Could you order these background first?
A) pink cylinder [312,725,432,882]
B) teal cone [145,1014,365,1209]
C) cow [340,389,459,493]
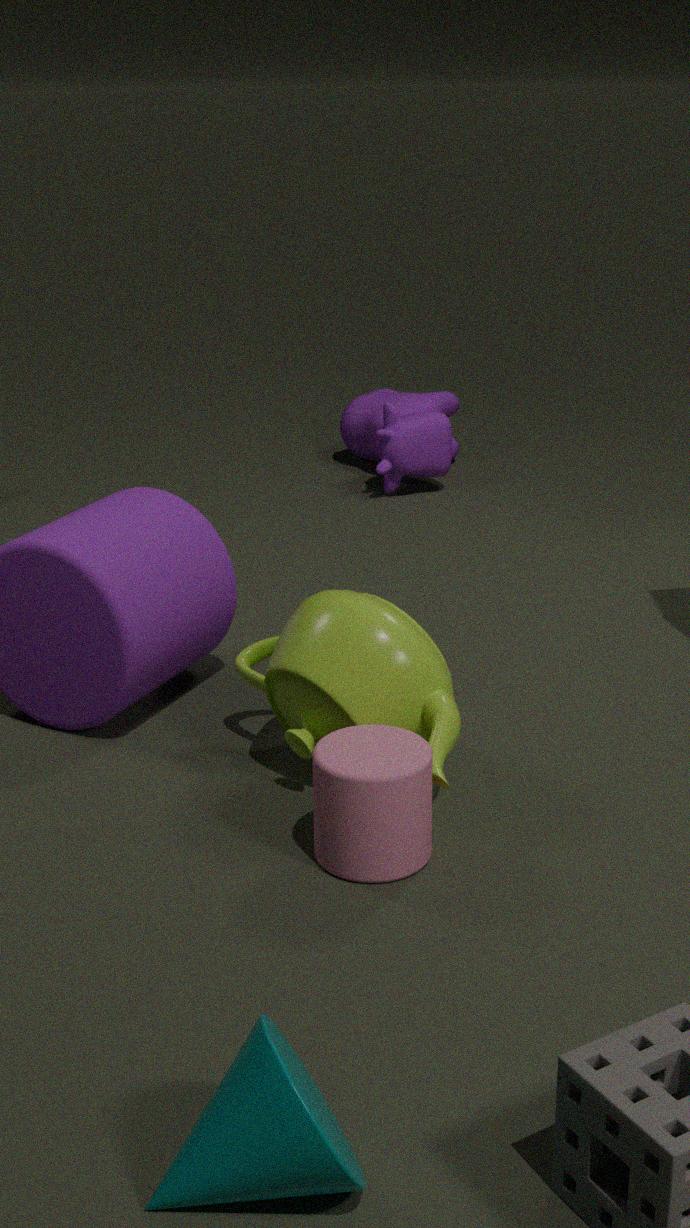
cow [340,389,459,493], pink cylinder [312,725,432,882], teal cone [145,1014,365,1209]
